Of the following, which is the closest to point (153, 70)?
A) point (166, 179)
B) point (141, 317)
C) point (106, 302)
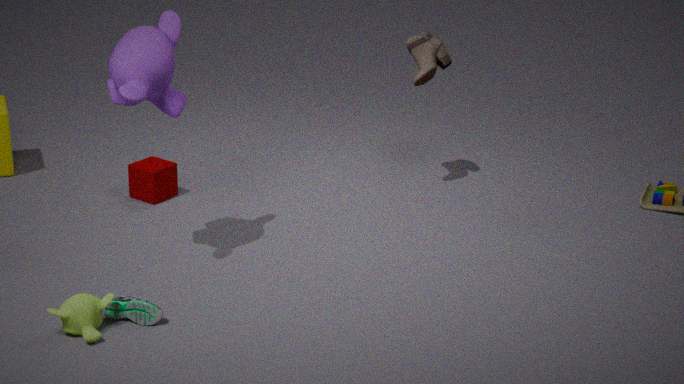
point (141, 317)
